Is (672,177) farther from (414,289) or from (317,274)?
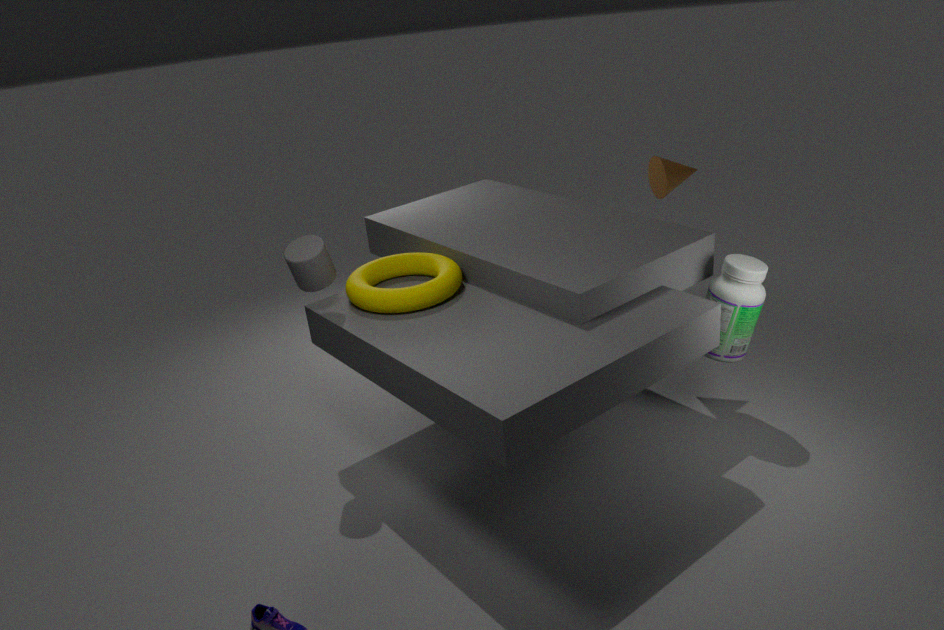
(317,274)
